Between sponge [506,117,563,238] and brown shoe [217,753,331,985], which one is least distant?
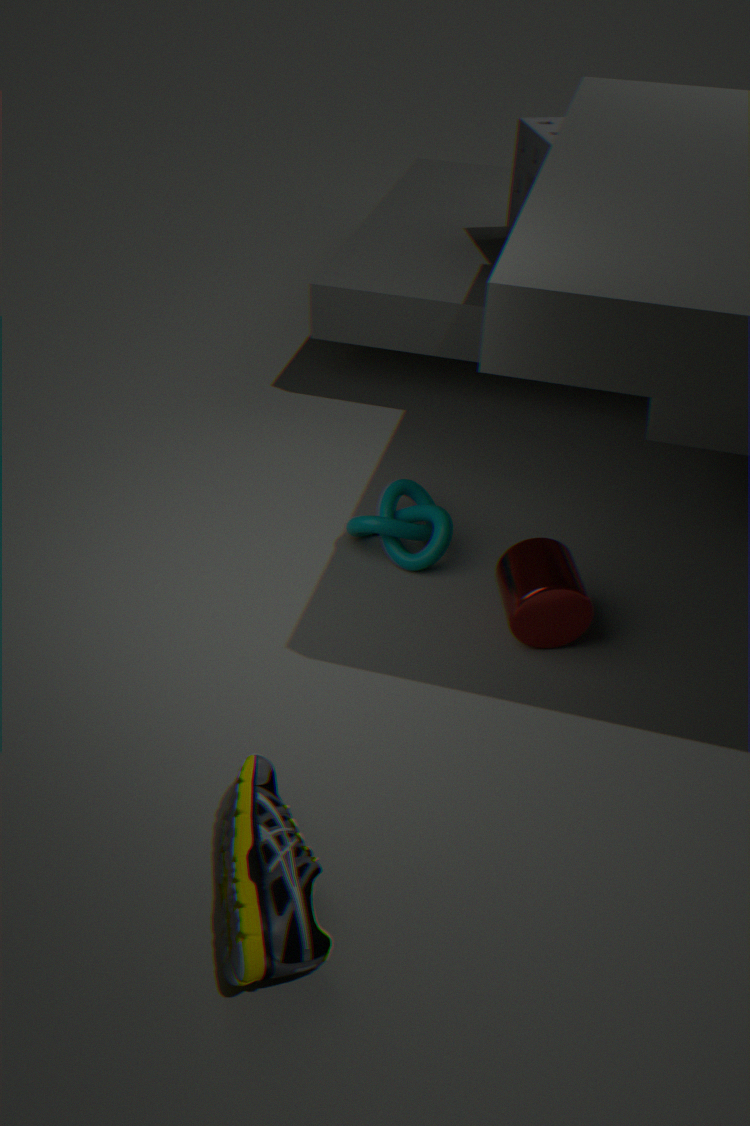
brown shoe [217,753,331,985]
